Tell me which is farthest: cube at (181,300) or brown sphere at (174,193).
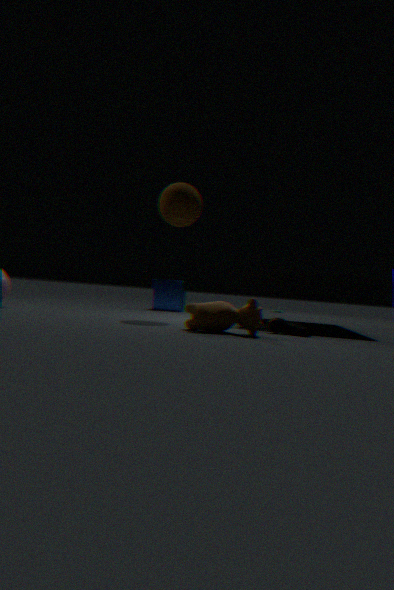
cube at (181,300)
